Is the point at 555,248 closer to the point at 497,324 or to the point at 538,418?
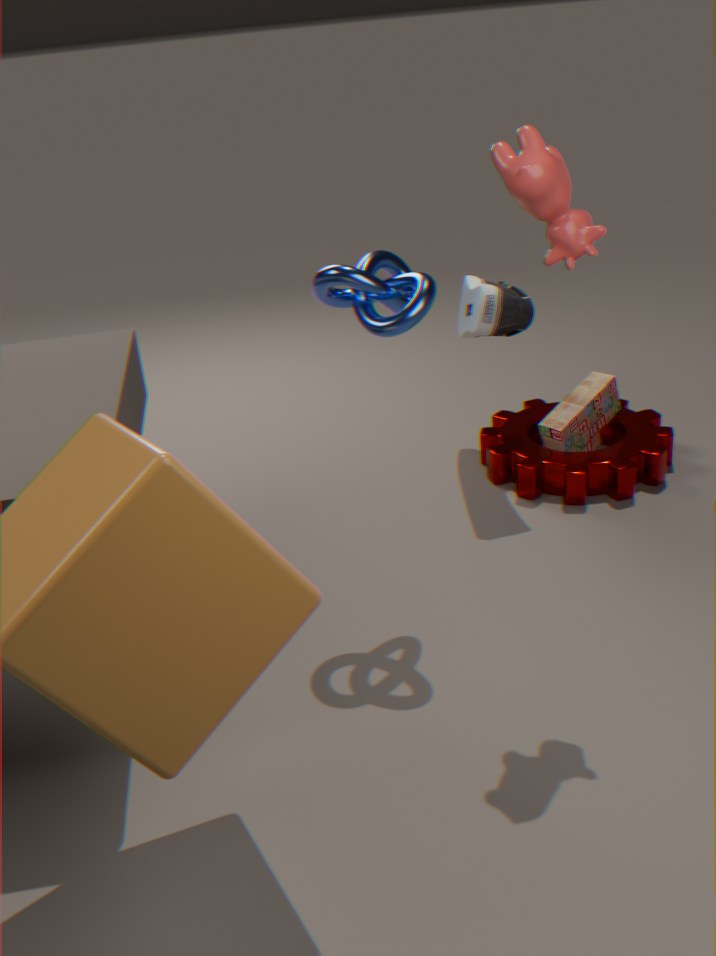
the point at 497,324
